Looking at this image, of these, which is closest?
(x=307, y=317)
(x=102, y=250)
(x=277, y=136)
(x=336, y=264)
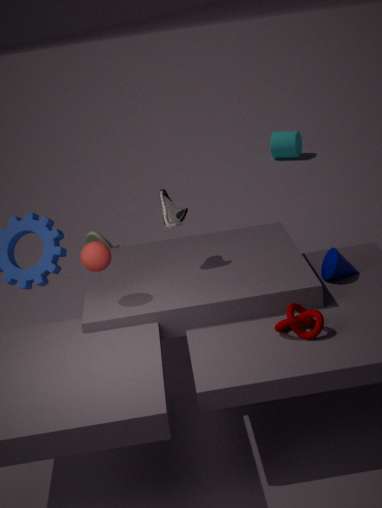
(x=307, y=317)
